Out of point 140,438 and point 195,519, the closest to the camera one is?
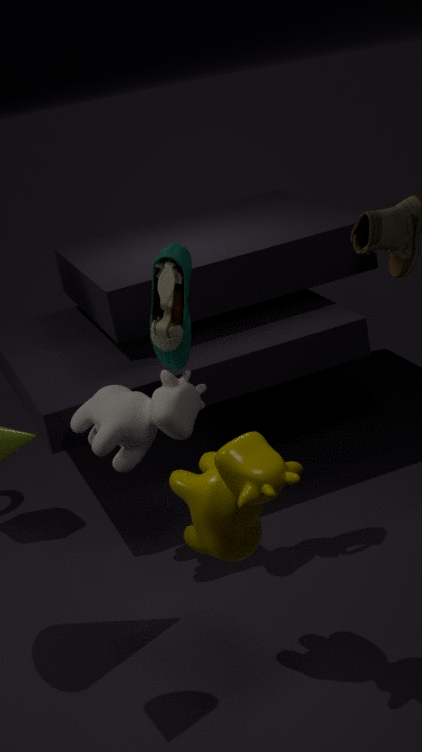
point 195,519
